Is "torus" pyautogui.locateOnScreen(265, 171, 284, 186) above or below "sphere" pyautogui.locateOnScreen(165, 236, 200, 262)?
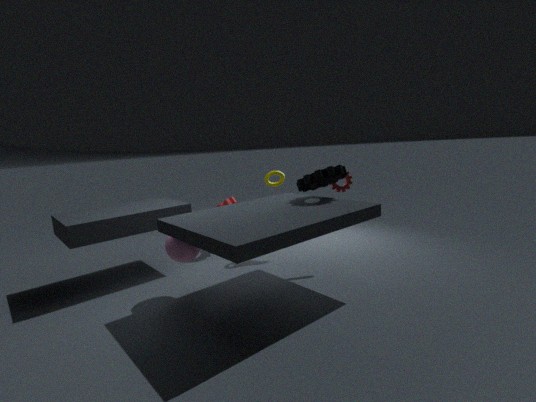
above
